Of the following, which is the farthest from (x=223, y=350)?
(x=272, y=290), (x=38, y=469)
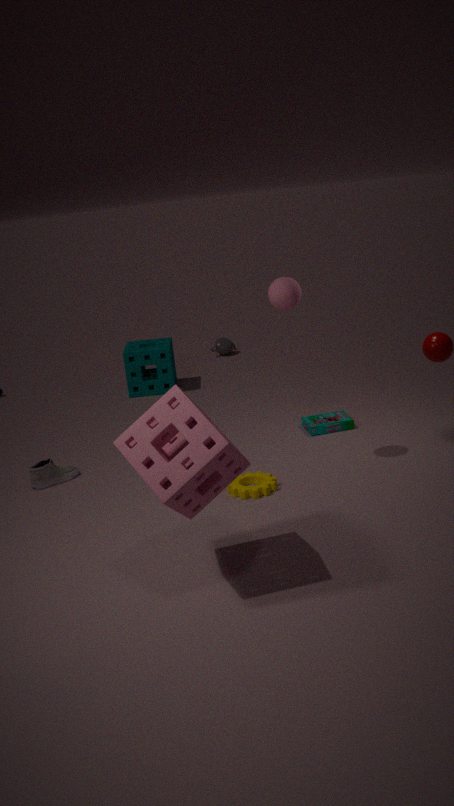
(x=272, y=290)
